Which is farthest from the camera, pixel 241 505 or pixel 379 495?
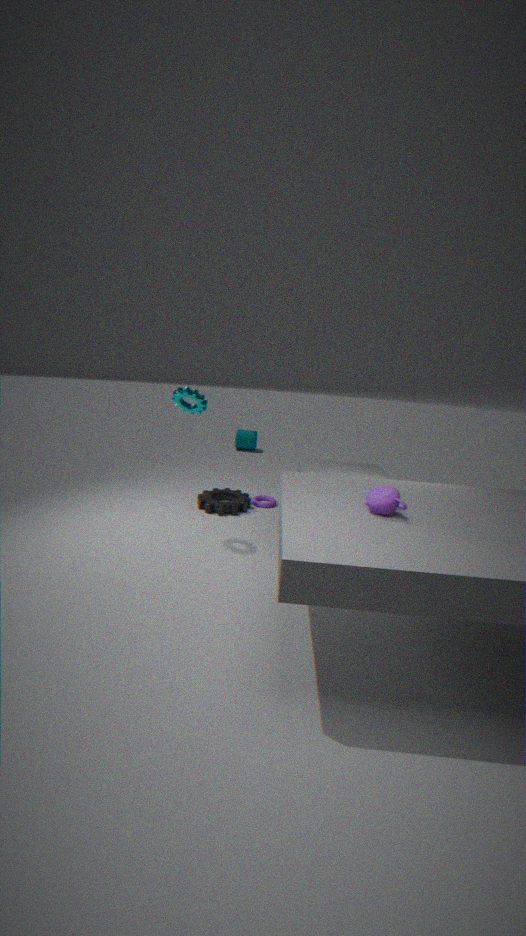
pixel 241 505
